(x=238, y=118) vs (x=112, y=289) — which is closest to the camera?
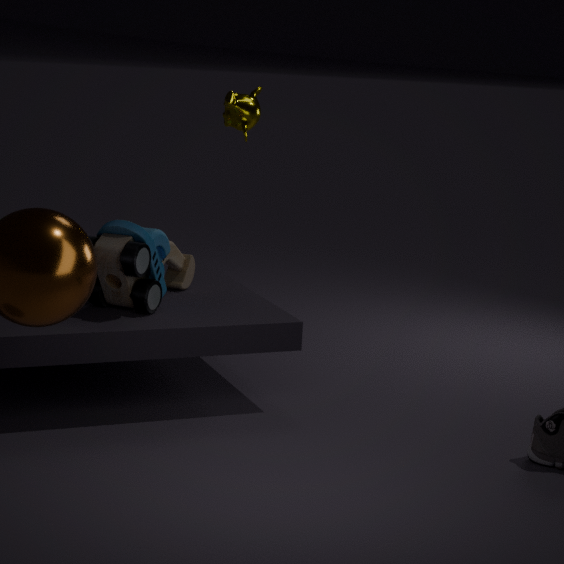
(x=112, y=289)
